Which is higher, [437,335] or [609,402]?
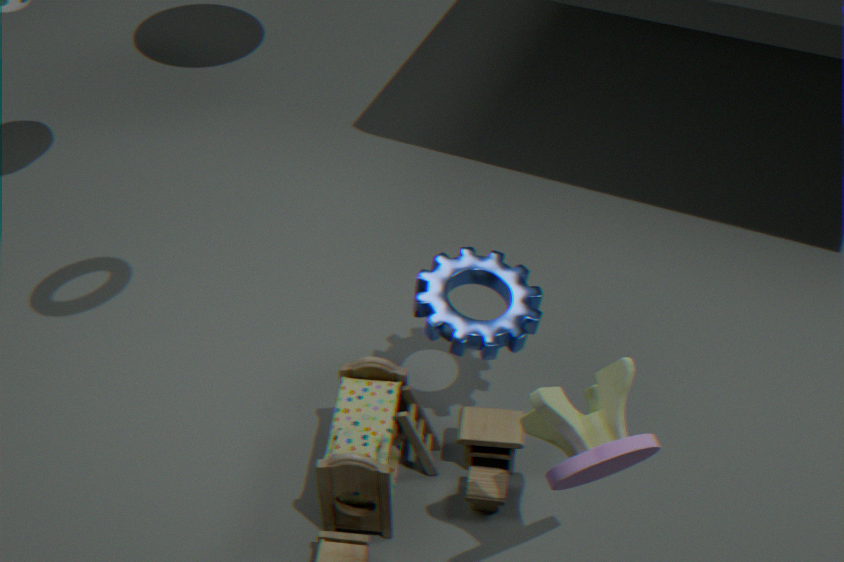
[609,402]
